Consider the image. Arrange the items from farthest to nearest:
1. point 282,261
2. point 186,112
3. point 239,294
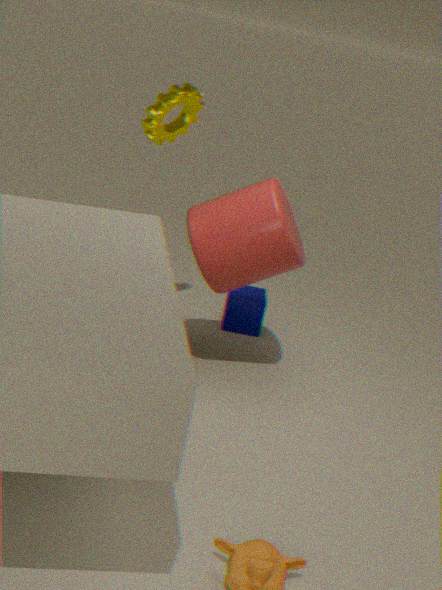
point 239,294 < point 186,112 < point 282,261
